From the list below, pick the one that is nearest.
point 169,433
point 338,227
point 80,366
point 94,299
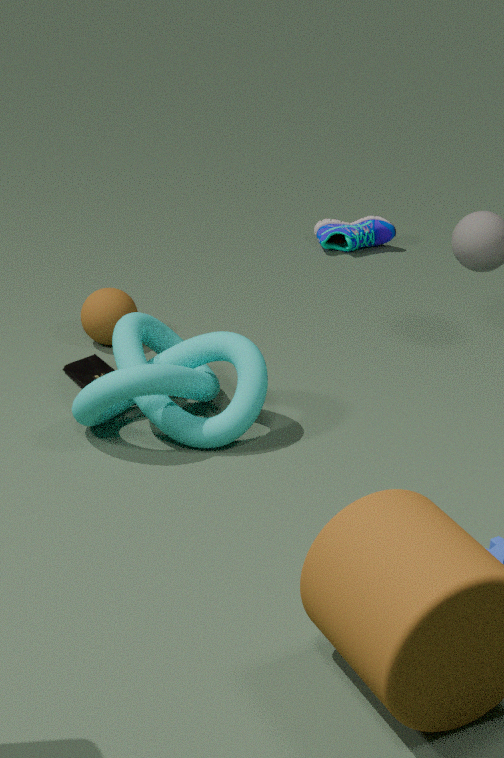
point 169,433
